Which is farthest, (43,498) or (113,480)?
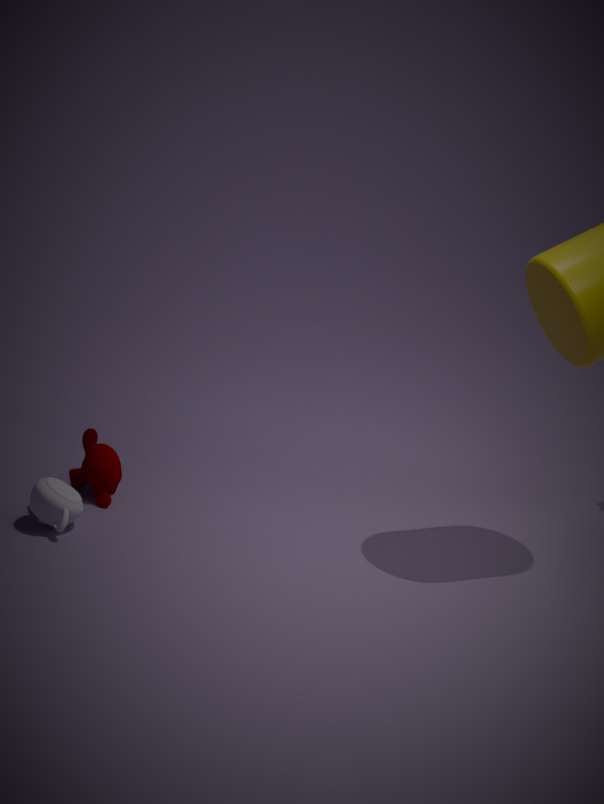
(113,480)
